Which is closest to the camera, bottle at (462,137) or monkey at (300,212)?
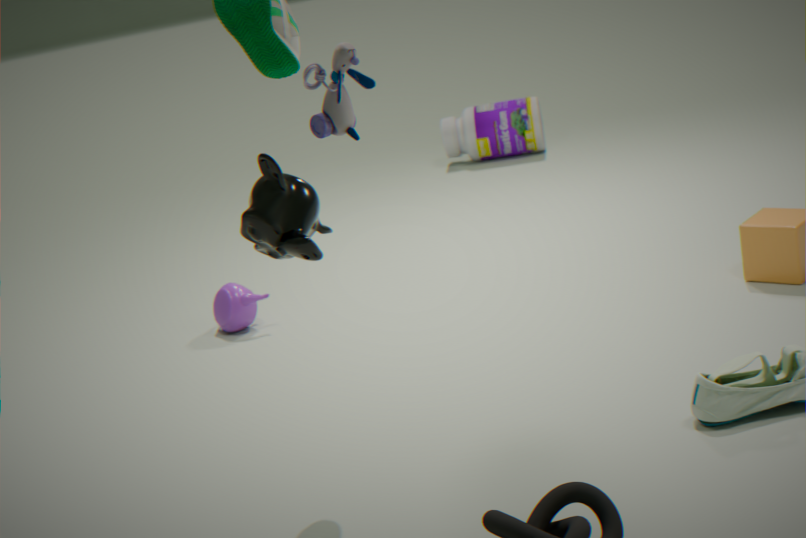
monkey at (300,212)
